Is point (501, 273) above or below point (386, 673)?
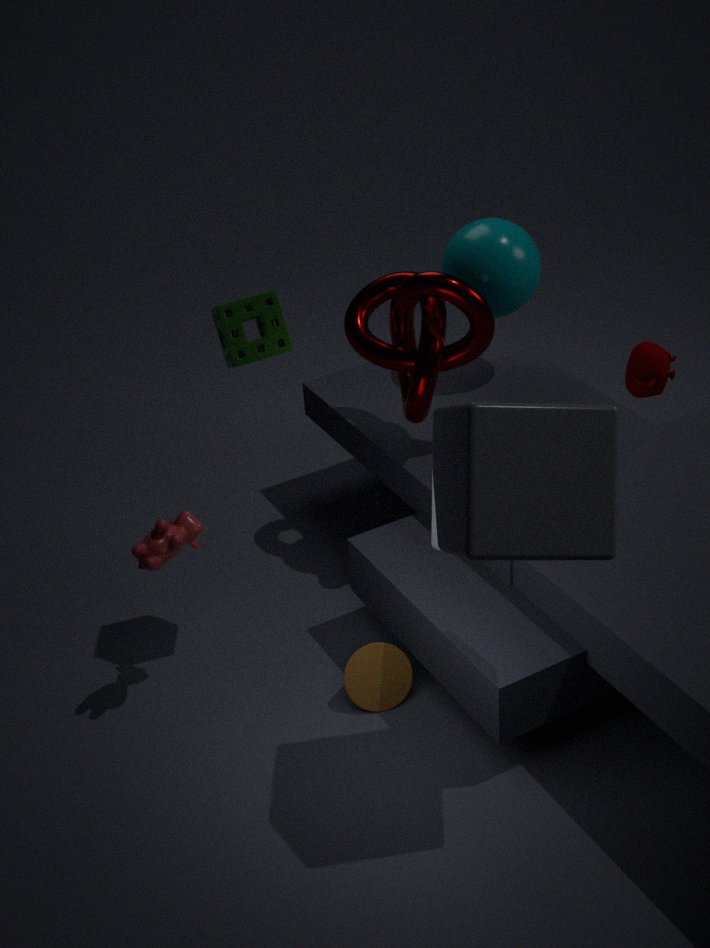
above
